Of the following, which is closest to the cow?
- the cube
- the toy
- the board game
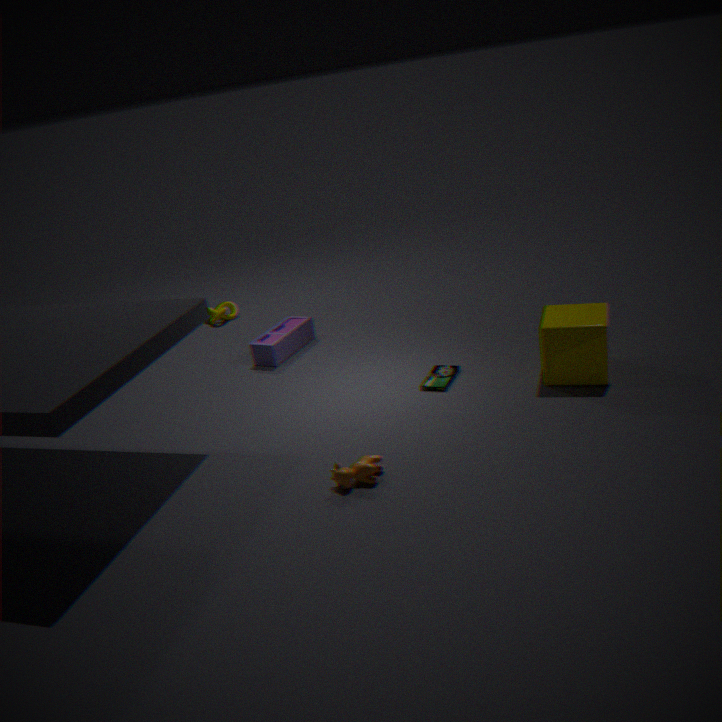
the board game
